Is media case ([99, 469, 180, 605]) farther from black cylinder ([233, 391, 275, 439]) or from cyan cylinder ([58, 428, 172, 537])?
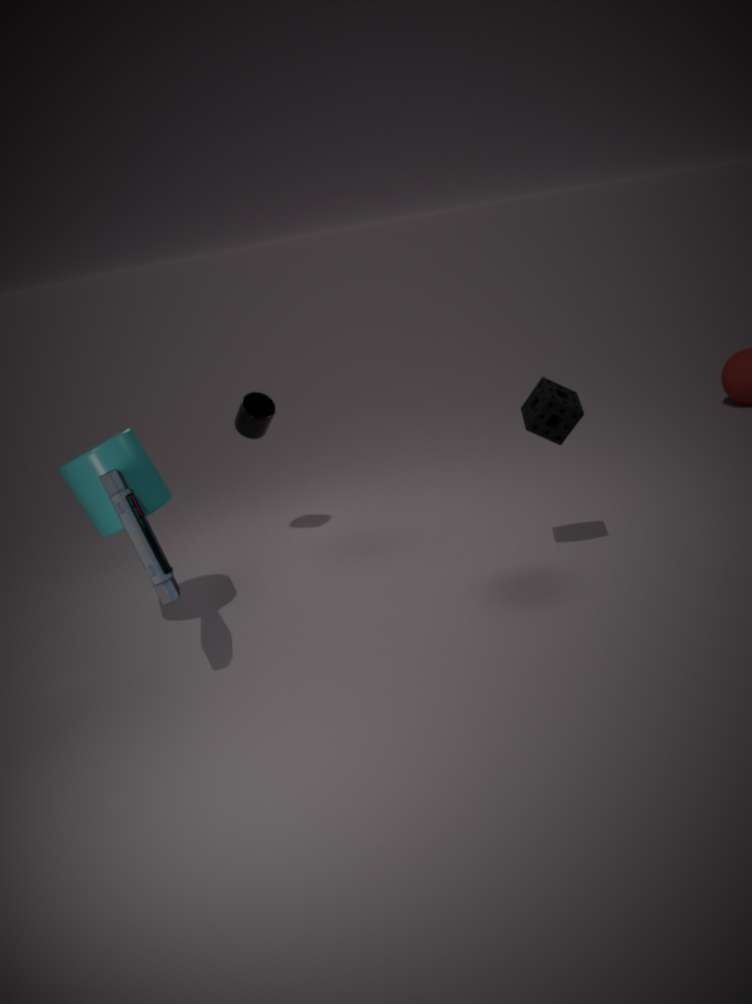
black cylinder ([233, 391, 275, 439])
